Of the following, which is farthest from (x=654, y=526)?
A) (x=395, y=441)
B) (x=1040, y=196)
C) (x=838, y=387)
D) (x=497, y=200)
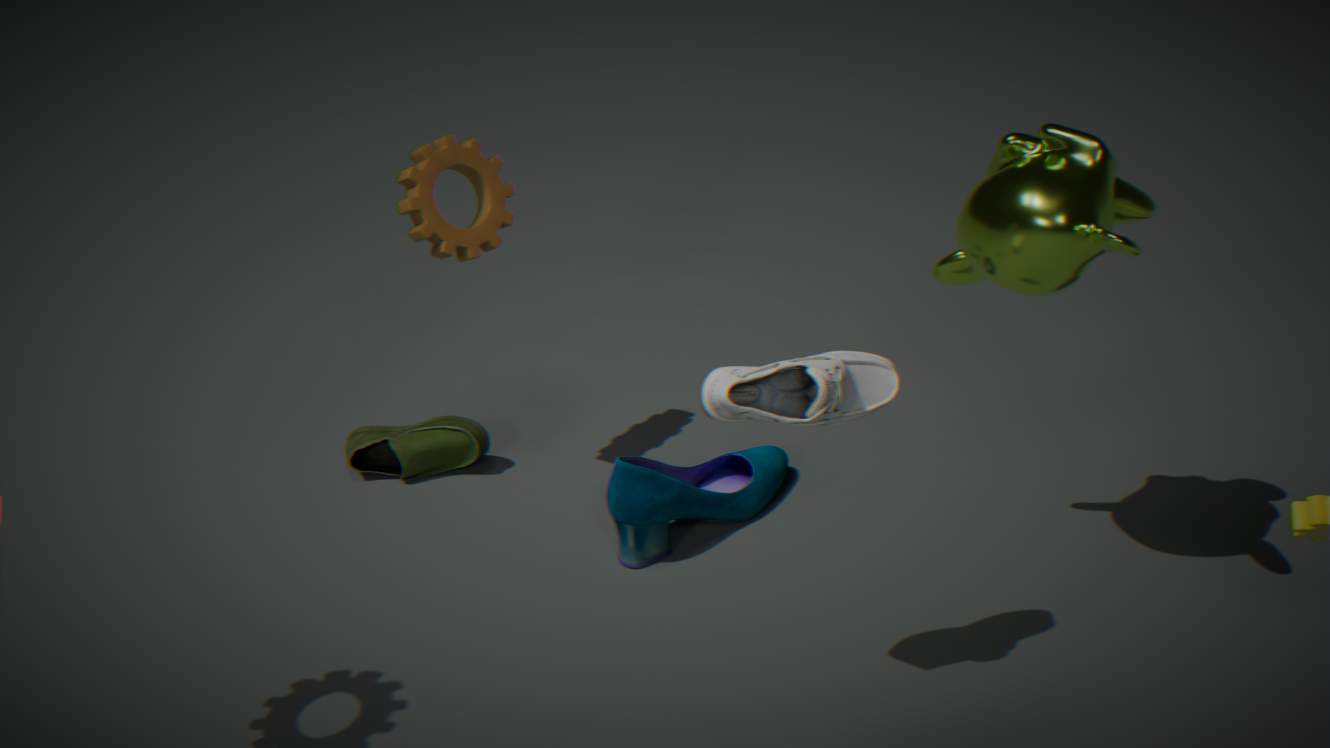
(x=1040, y=196)
